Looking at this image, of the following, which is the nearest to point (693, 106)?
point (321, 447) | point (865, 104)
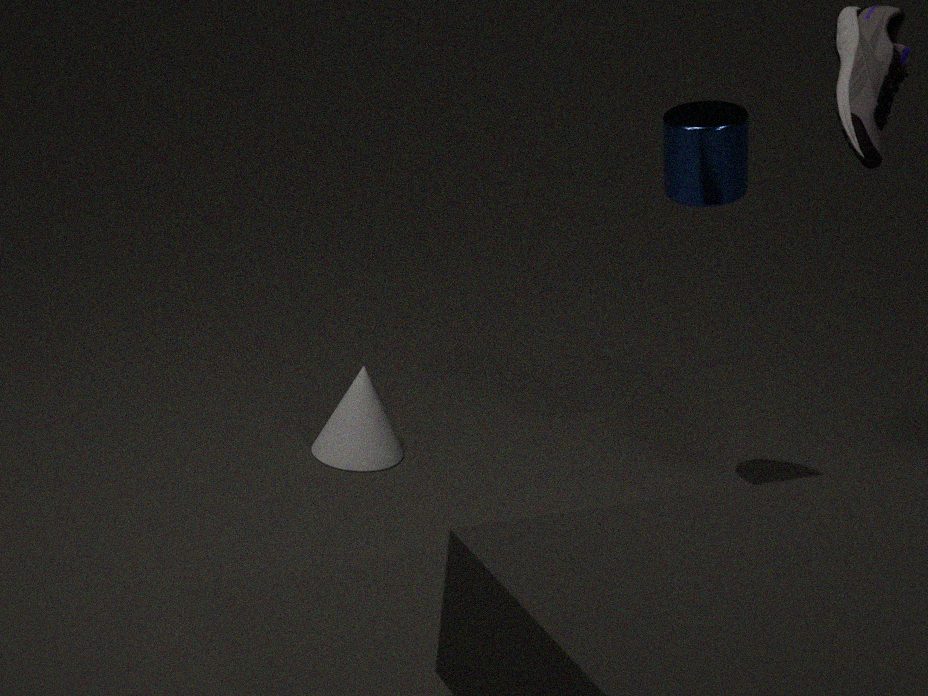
point (865, 104)
